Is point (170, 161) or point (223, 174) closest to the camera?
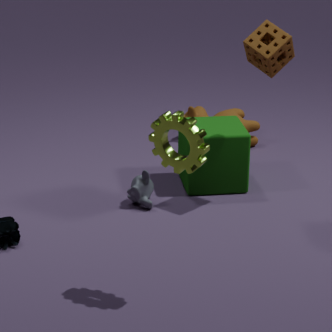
point (170, 161)
